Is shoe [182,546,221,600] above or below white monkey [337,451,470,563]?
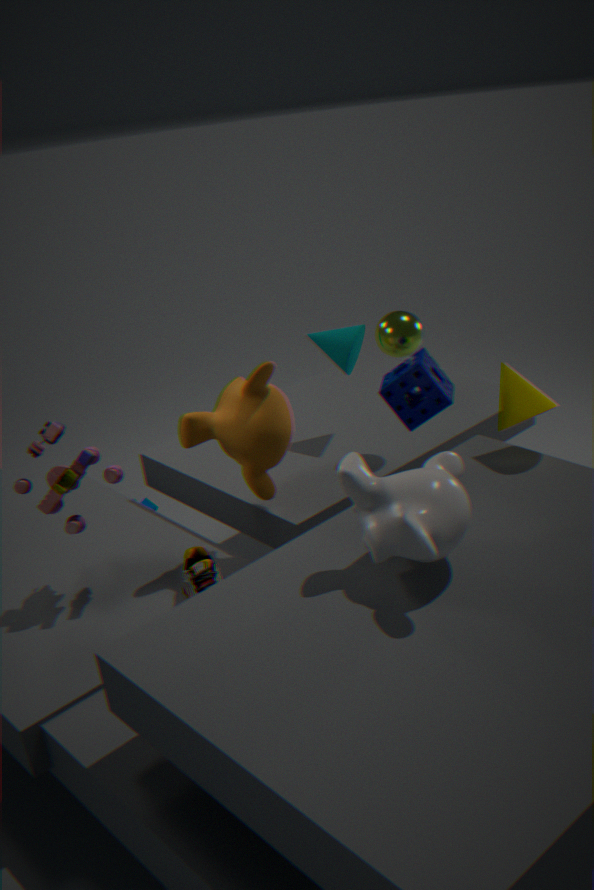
below
